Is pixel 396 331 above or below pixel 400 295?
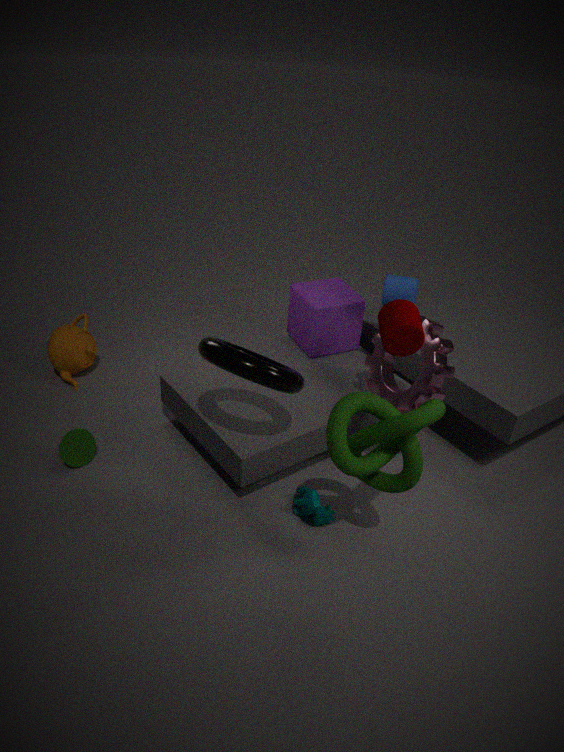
above
